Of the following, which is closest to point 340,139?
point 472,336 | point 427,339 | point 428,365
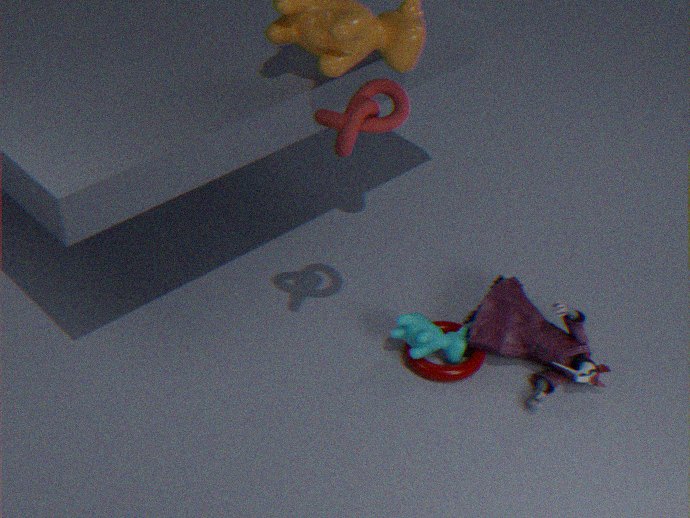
point 427,339
